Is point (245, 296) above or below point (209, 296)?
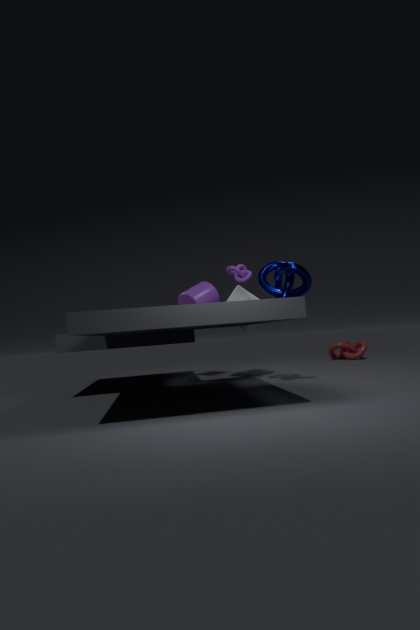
below
